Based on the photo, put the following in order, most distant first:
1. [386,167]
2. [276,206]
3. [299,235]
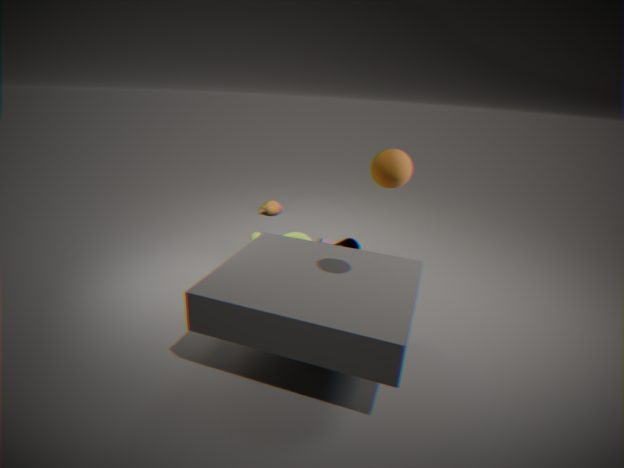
[276,206]
[299,235]
[386,167]
